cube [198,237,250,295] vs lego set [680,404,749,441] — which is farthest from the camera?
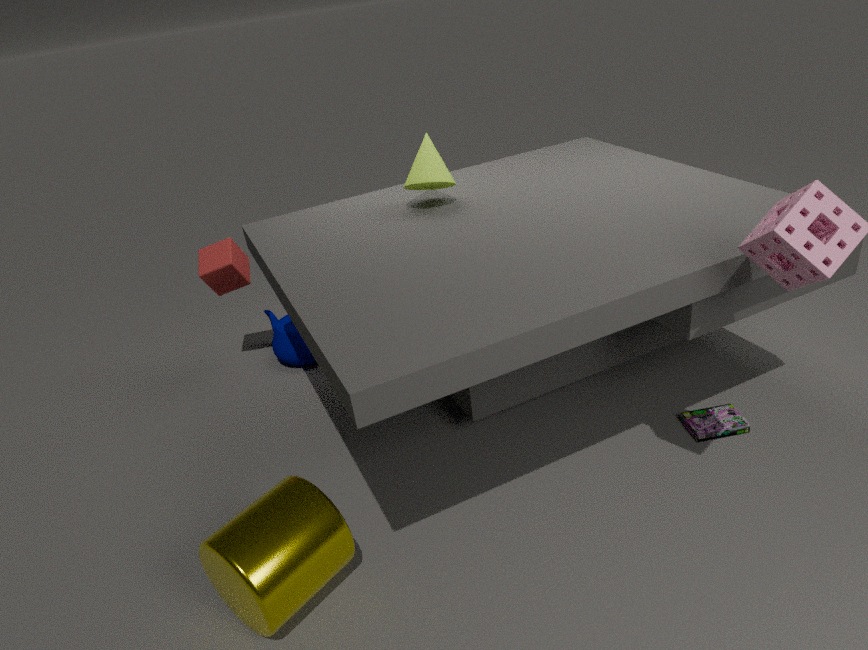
cube [198,237,250,295]
